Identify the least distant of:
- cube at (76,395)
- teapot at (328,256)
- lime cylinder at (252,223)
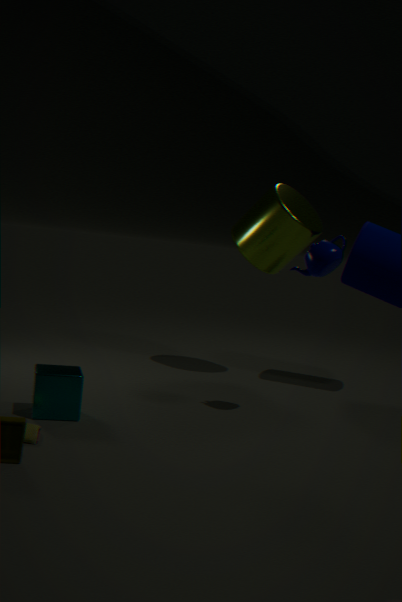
cube at (76,395)
